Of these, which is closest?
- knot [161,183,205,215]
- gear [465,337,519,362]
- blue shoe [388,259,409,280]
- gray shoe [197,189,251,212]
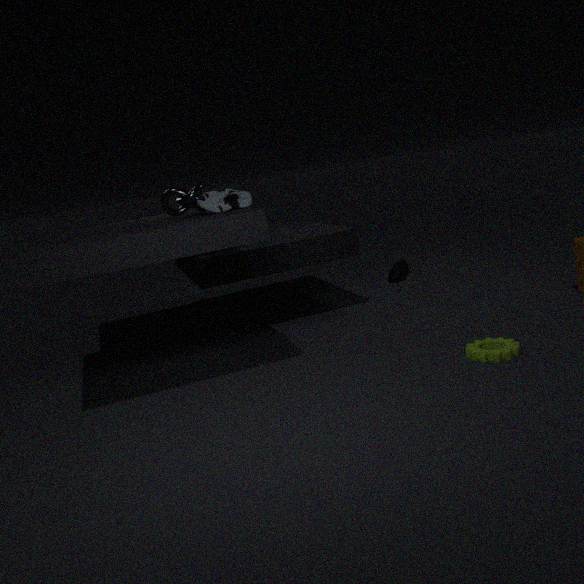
gear [465,337,519,362]
